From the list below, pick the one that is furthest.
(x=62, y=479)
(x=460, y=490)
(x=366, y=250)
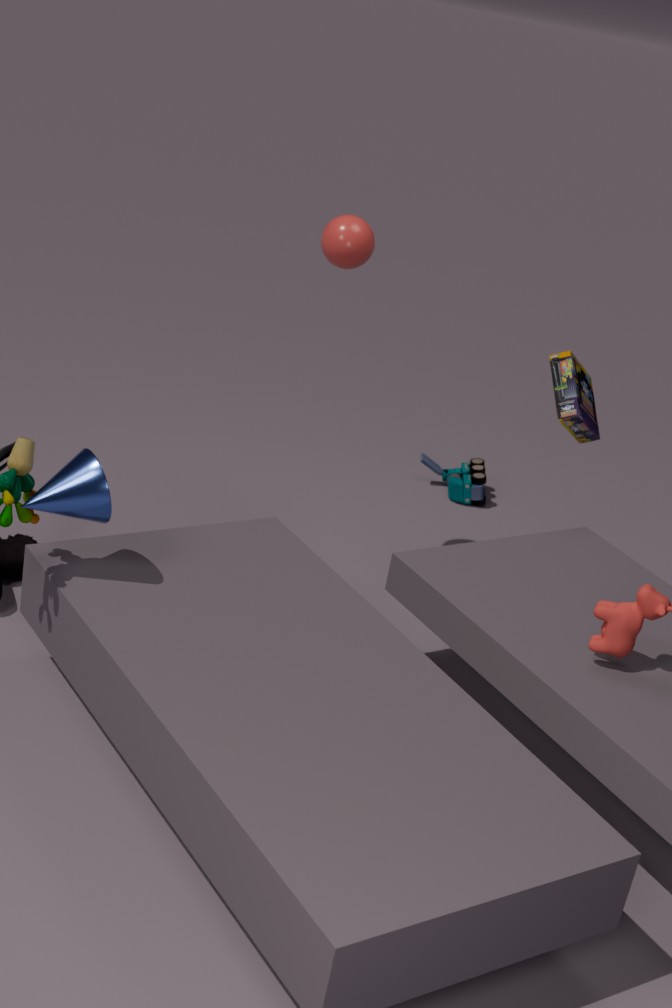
(x=460, y=490)
